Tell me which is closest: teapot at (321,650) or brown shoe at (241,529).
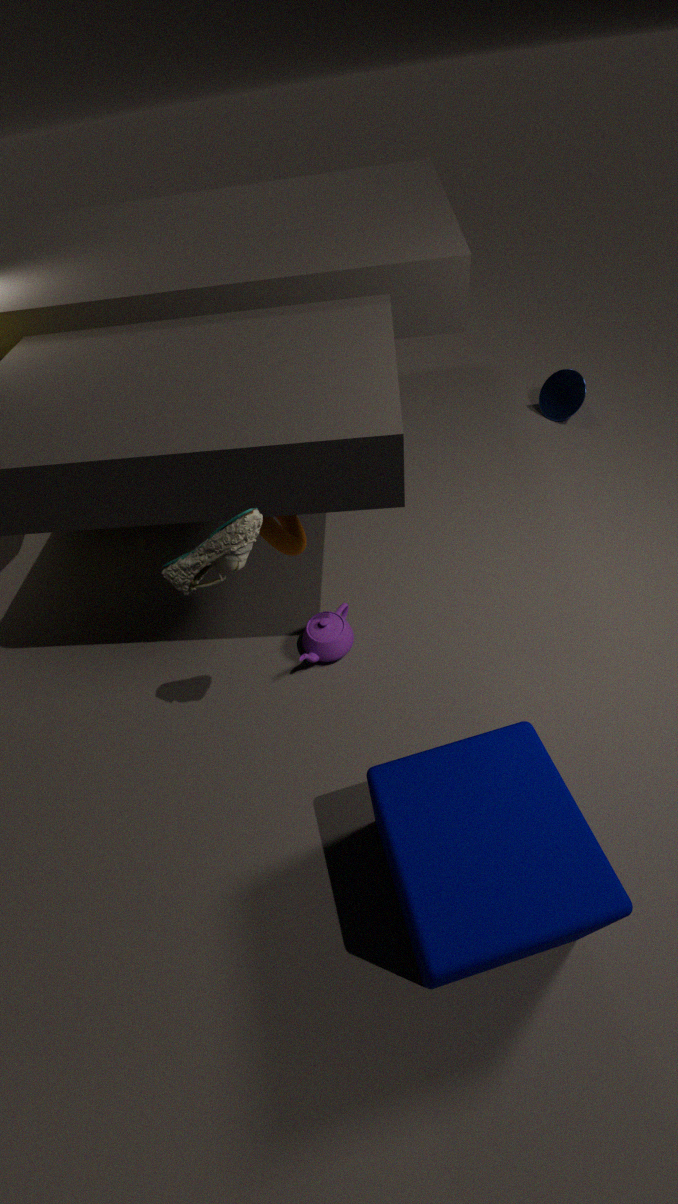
brown shoe at (241,529)
